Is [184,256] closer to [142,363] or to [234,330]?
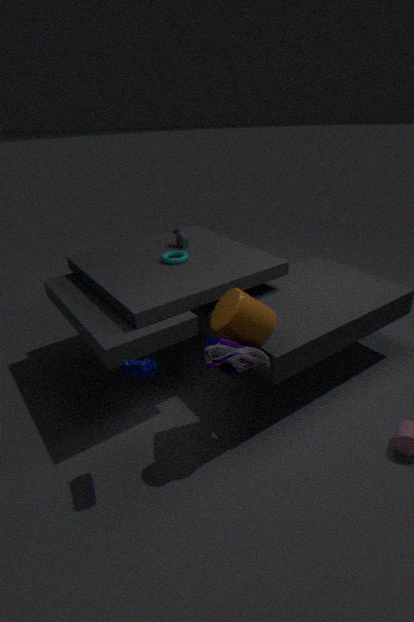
[234,330]
